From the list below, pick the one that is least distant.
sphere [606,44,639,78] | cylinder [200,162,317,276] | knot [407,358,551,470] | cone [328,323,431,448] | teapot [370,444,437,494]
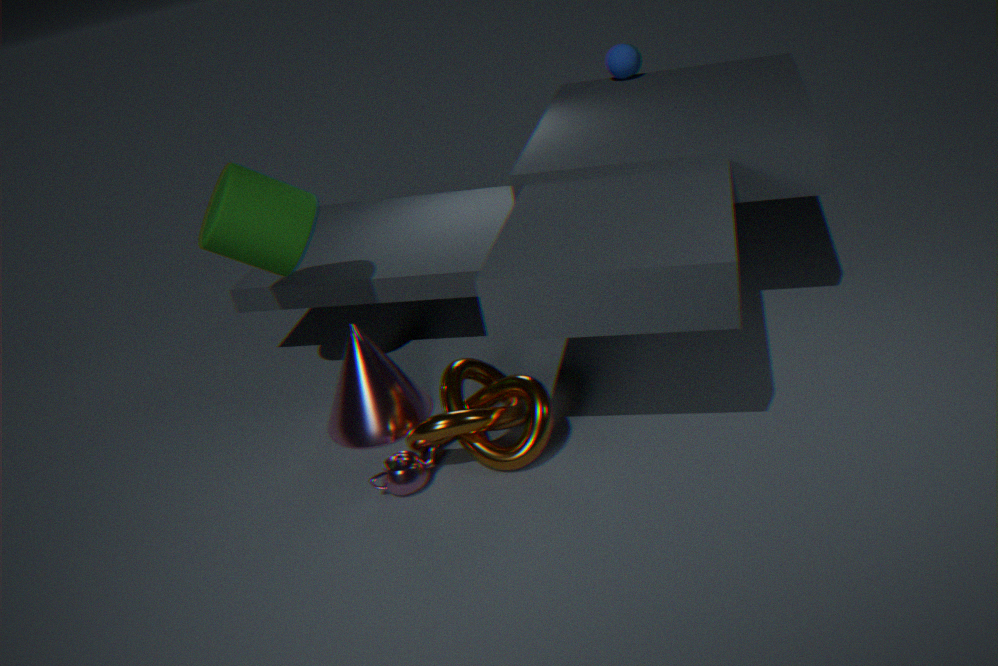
knot [407,358,551,470]
